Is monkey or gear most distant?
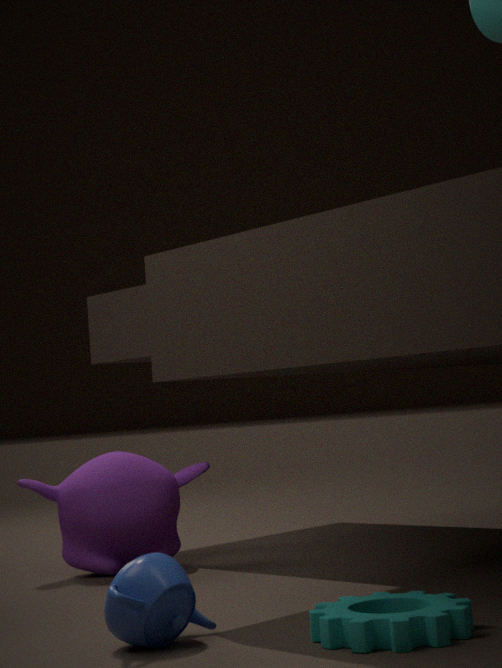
monkey
